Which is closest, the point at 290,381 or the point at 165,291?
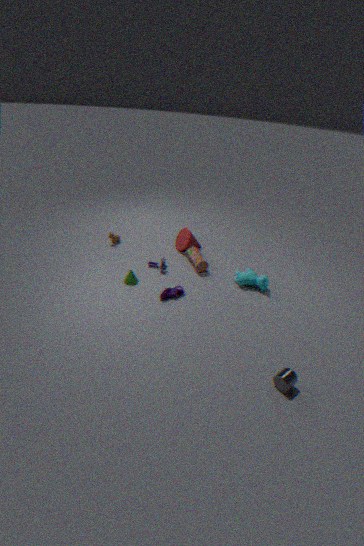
the point at 290,381
